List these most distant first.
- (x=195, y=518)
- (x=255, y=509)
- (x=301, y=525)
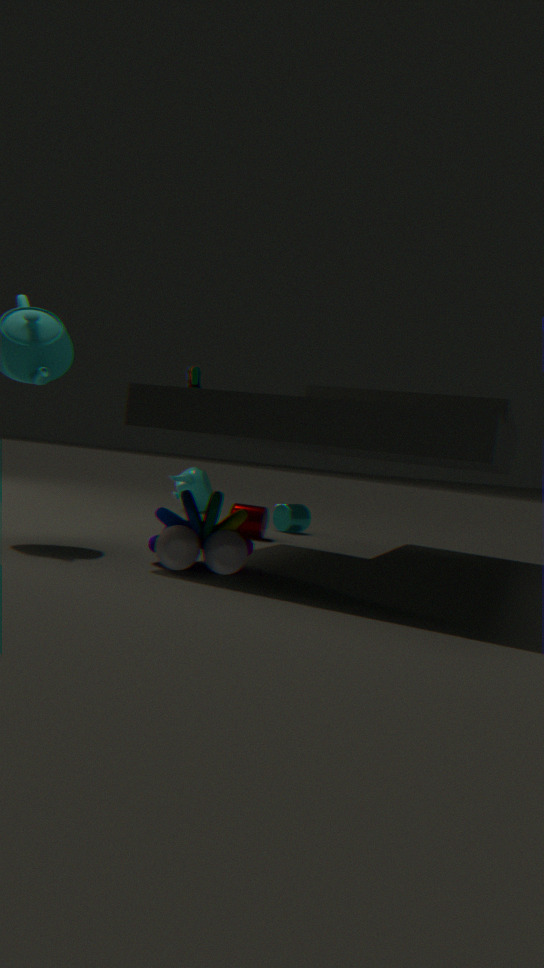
1. (x=301, y=525)
2. (x=255, y=509)
3. (x=195, y=518)
